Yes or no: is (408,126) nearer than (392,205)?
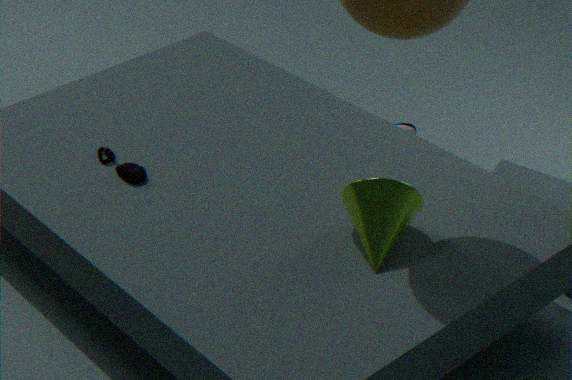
No
